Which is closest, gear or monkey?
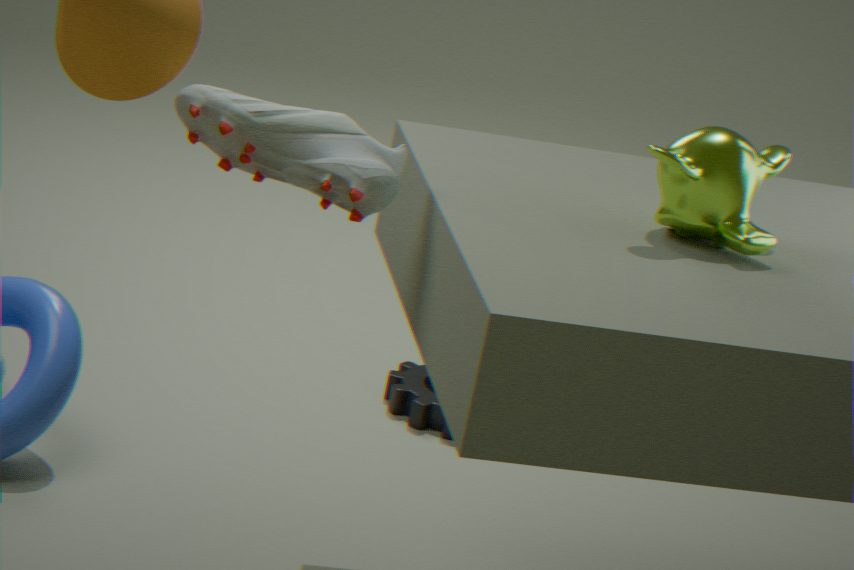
monkey
